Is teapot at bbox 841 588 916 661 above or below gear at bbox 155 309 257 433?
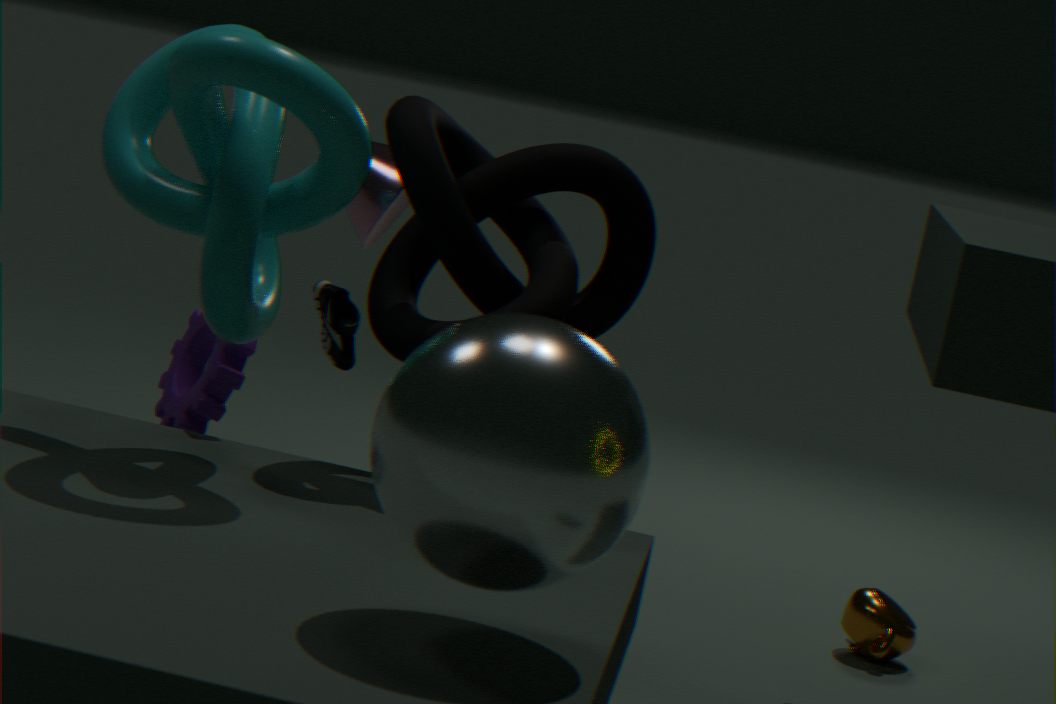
below
